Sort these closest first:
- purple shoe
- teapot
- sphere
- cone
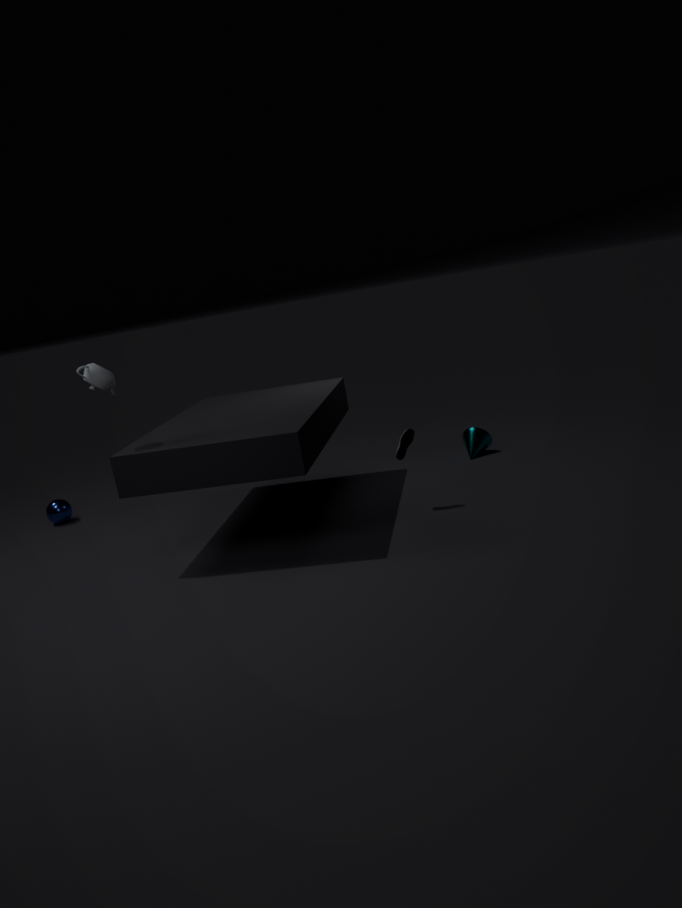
teapot → purple shoe → cone → sphere
